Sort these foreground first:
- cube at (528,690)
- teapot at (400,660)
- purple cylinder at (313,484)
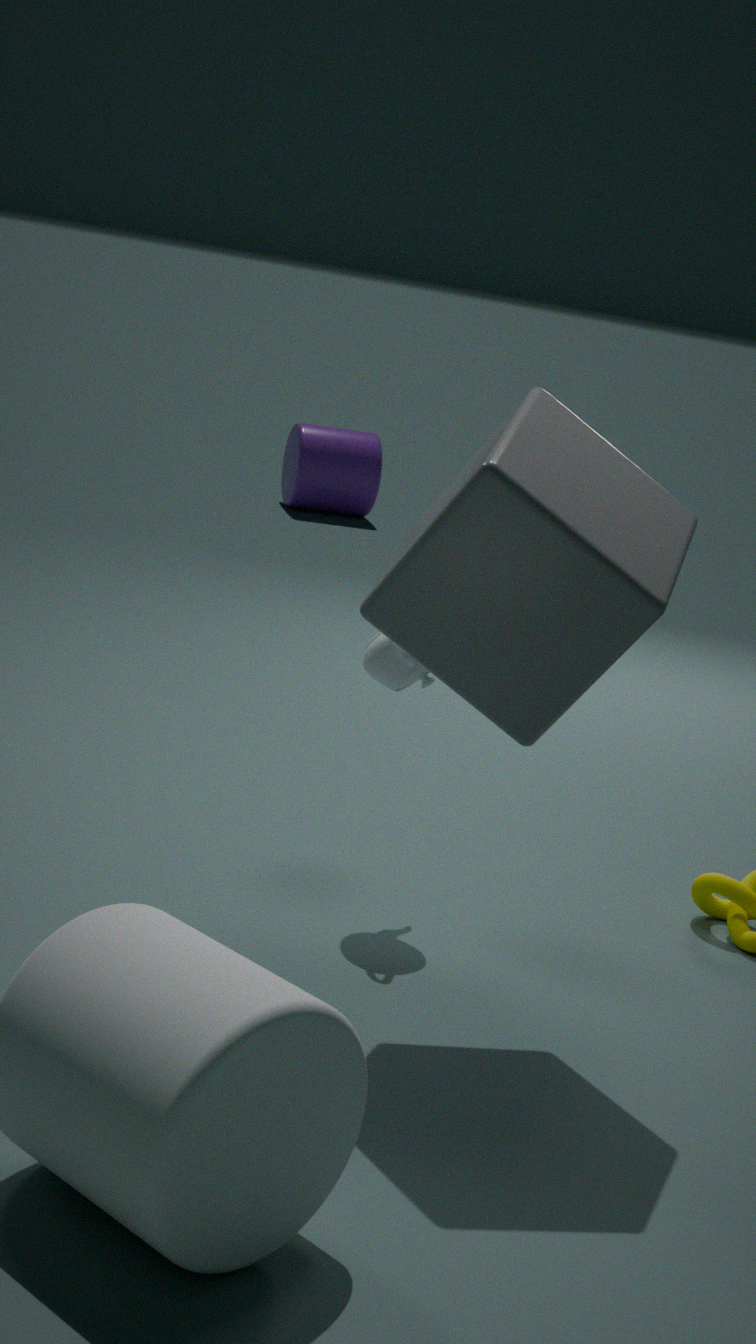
cube at (528,690)
teapot at (400,660)
purple cylinder at (313,484)
